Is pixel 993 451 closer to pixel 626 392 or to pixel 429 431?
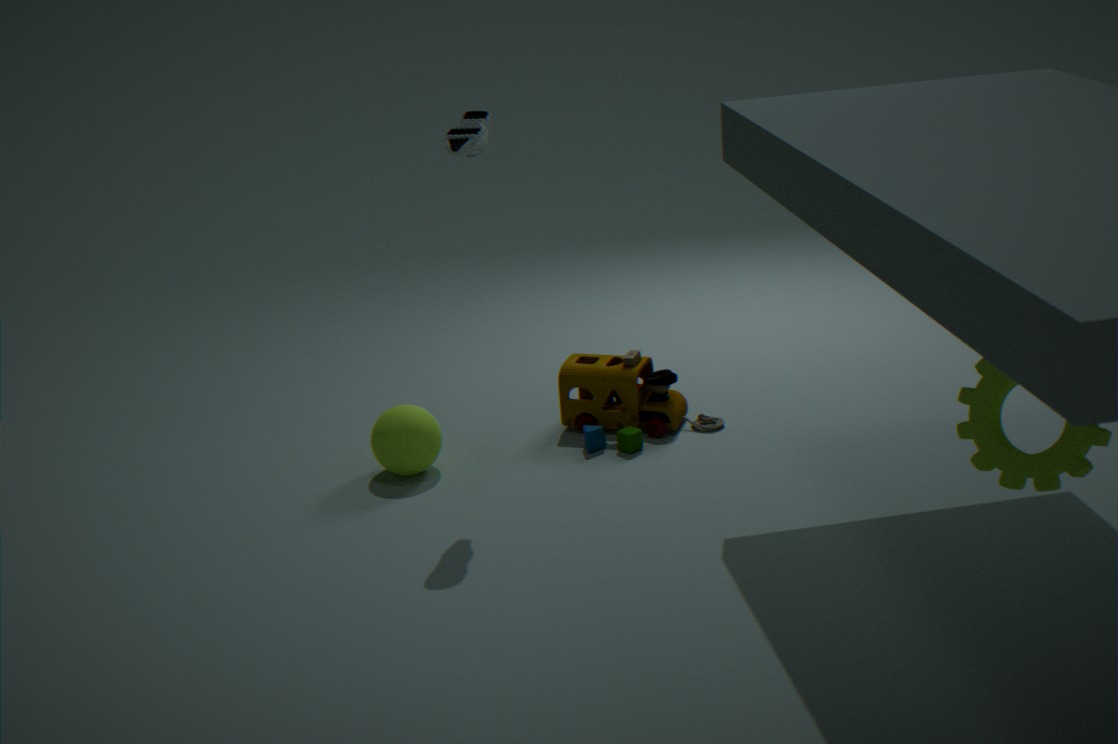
pixel 626 392
